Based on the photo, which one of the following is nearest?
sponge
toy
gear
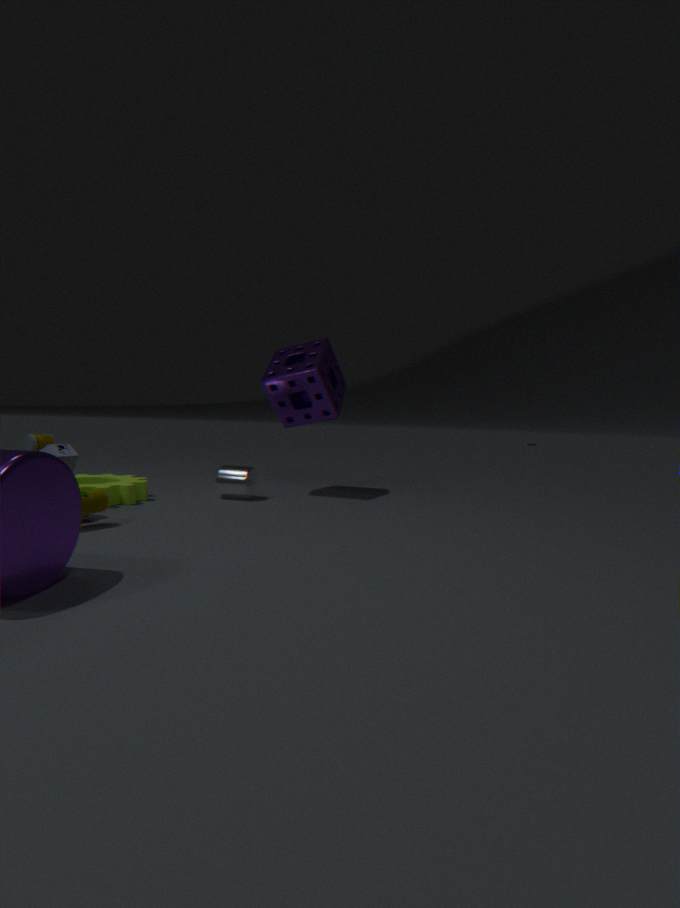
toy
